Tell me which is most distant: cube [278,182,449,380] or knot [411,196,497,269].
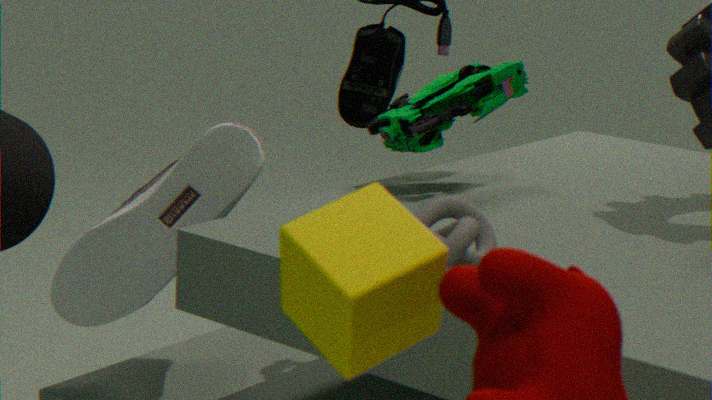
knot [411,196,497,269]
